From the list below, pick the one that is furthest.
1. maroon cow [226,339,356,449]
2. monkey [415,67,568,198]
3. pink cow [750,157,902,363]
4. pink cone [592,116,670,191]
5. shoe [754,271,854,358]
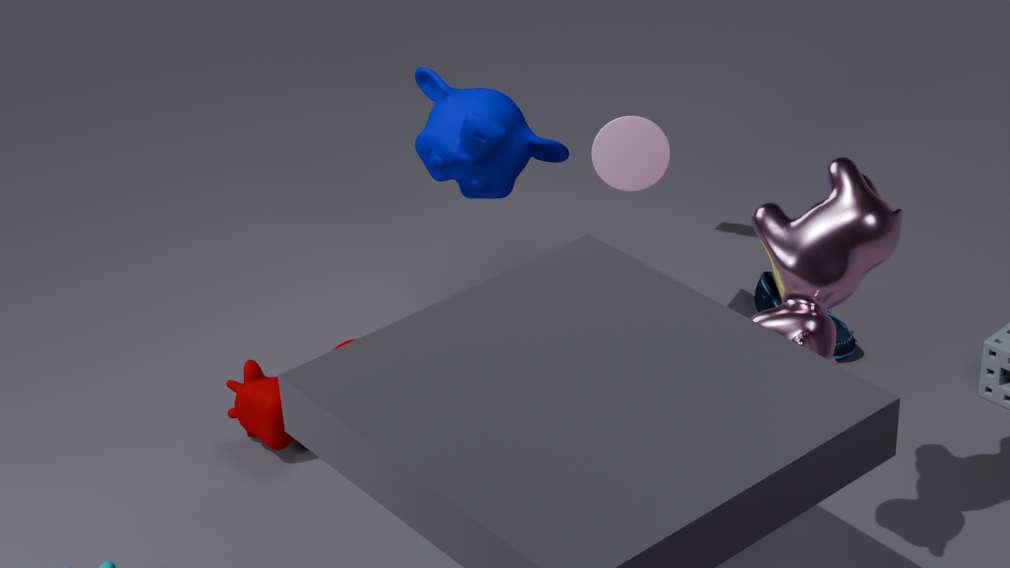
shoe [754,271,854,358]
